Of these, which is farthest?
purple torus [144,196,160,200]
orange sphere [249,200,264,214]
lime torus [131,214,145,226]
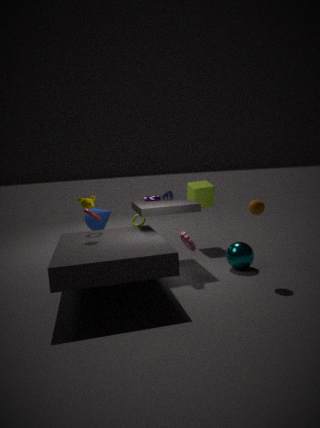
lime torus [131,214,145,226]
